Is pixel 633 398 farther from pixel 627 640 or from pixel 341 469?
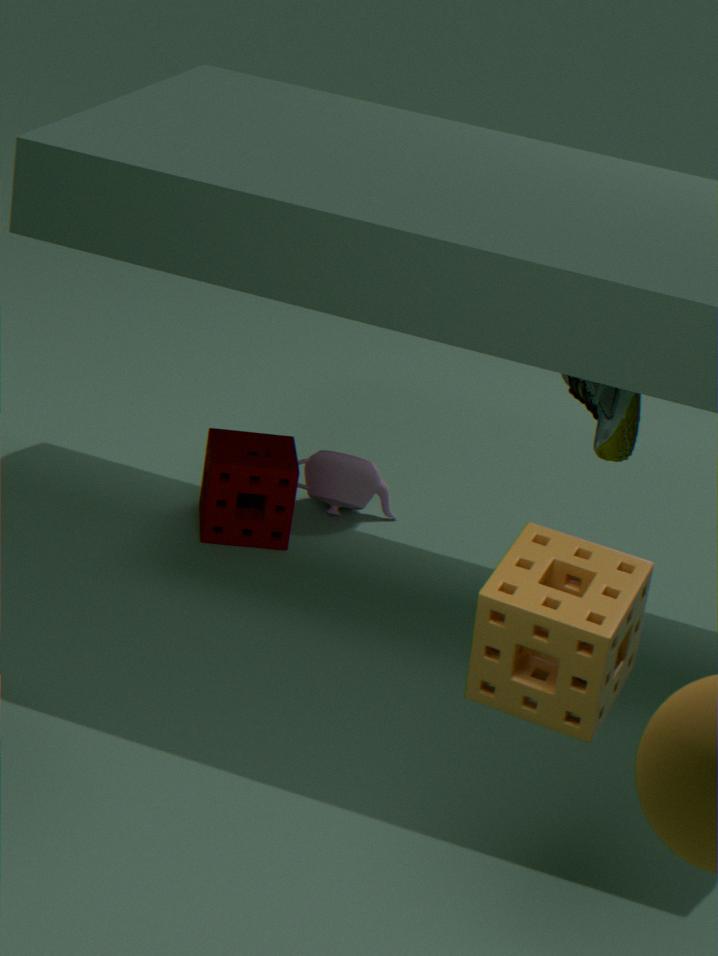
pixel 627 640
